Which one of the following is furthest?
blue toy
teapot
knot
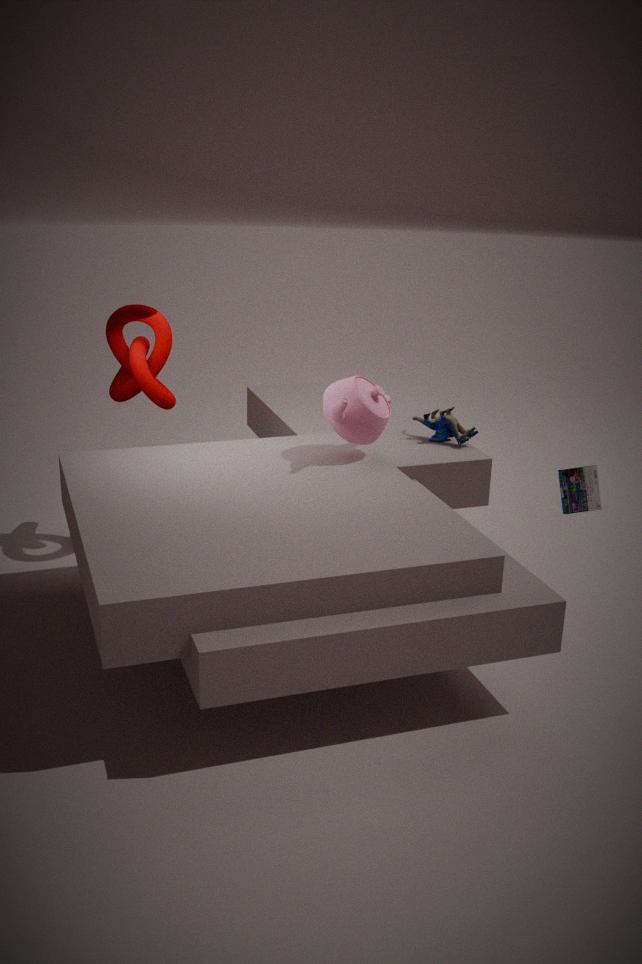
blue toy
